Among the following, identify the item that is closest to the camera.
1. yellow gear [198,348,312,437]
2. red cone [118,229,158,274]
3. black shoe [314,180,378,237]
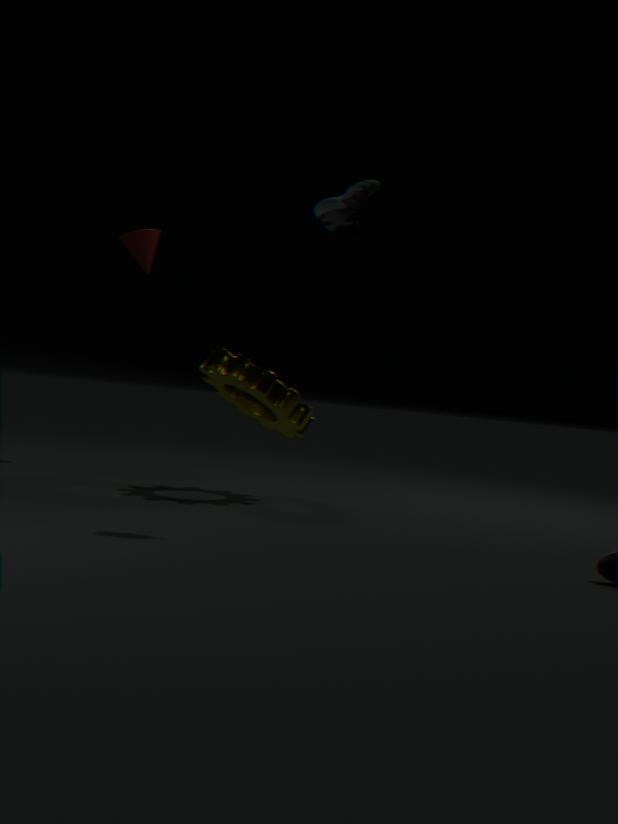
black shoe [314,180,378,237]
